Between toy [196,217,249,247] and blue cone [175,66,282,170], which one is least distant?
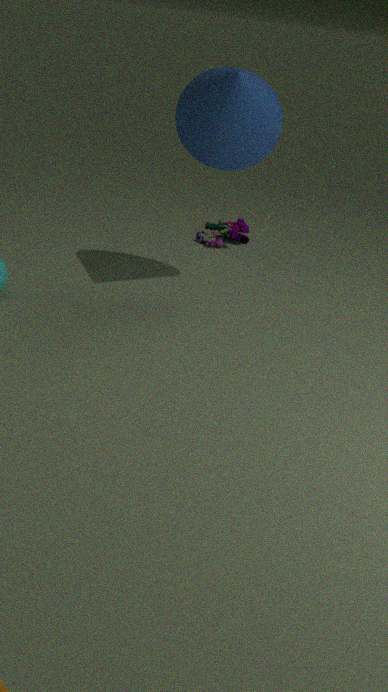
blue cone [175,66,282,170]
